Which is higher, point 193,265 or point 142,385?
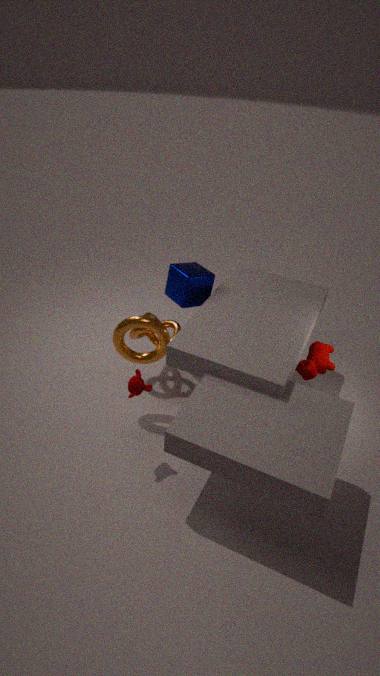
point 193,265
